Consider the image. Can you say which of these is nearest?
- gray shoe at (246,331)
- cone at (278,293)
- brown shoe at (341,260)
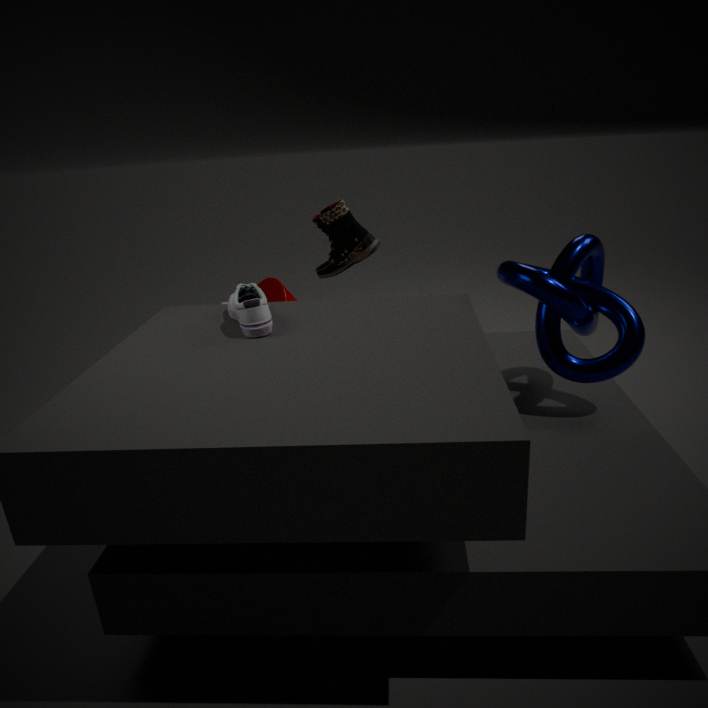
gray shoe at (246,331)
